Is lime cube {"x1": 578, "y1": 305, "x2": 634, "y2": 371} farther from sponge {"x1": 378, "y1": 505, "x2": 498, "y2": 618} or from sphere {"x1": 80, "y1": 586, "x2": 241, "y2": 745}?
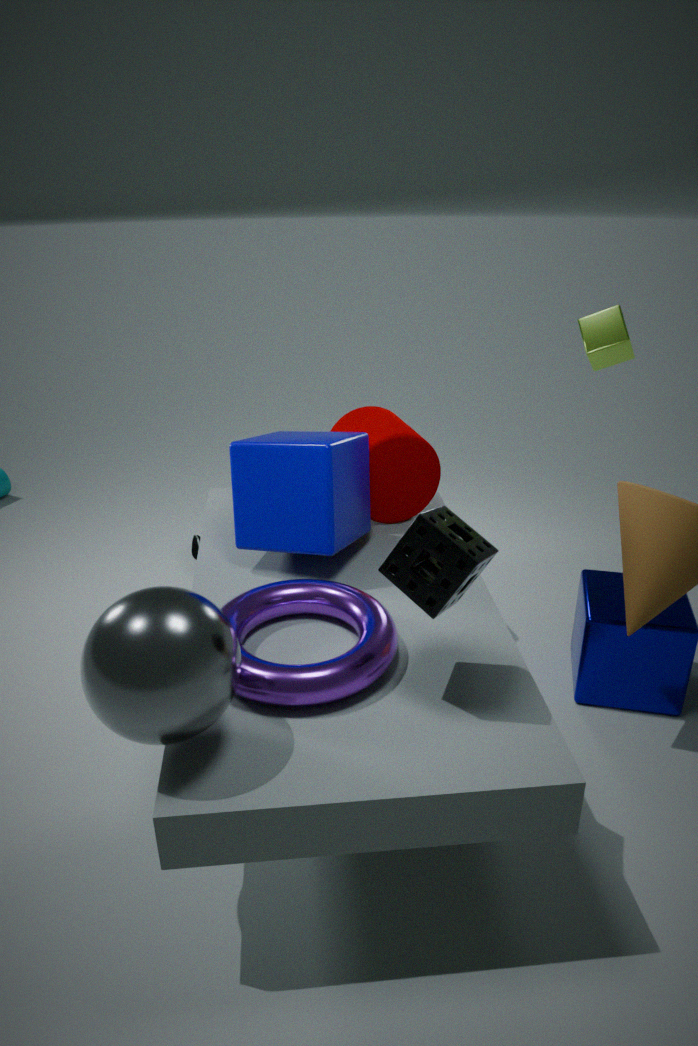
sphere {"x1": 80, "y1": 586, "x2": 241, "y2": 745}
